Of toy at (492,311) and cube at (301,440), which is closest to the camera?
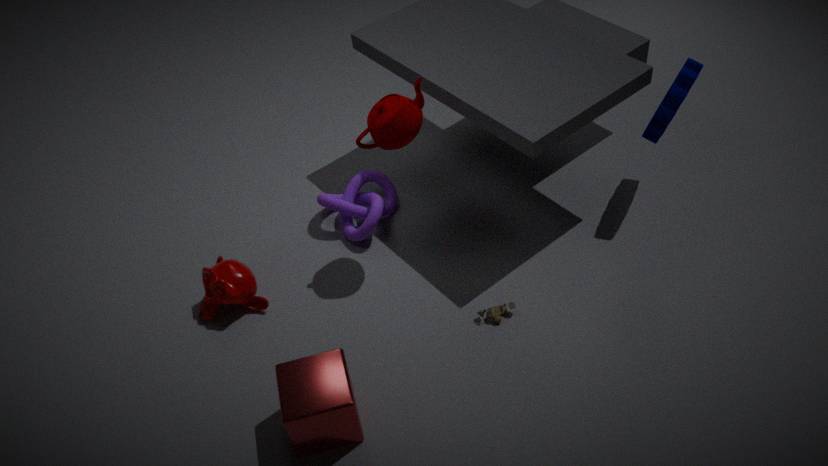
cube at (301,440)
